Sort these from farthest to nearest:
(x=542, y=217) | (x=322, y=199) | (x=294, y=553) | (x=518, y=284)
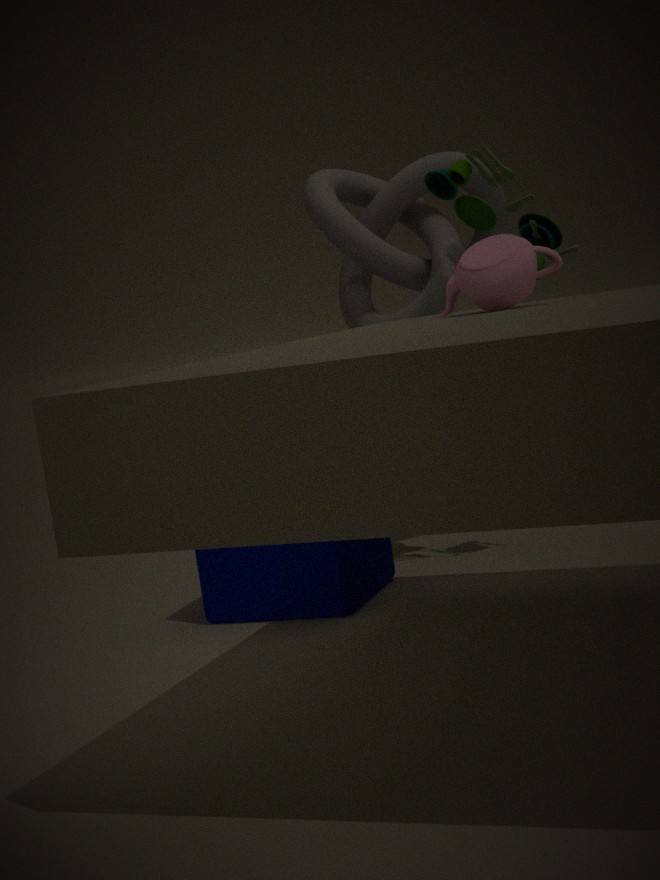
(x=322, y=199) < (x=542, y=217) < (x=294, y=553) < (x=518, y=284)
